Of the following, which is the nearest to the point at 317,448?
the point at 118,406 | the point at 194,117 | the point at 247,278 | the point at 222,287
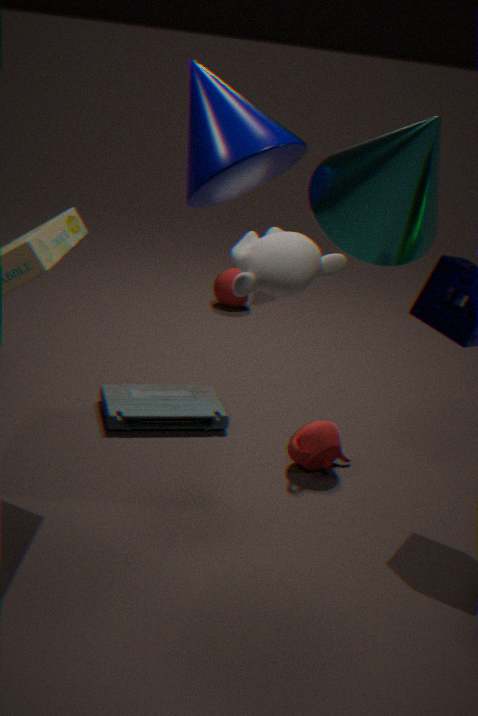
the point at 118,406
